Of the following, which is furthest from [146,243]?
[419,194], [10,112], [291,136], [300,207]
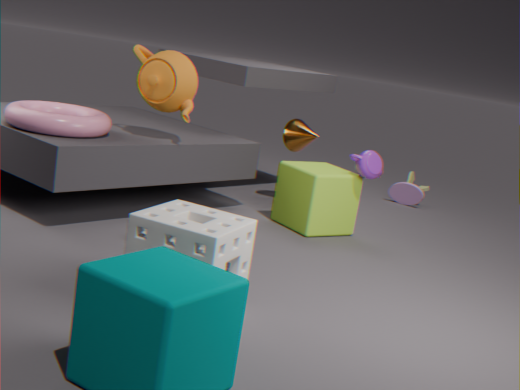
[419,194]
